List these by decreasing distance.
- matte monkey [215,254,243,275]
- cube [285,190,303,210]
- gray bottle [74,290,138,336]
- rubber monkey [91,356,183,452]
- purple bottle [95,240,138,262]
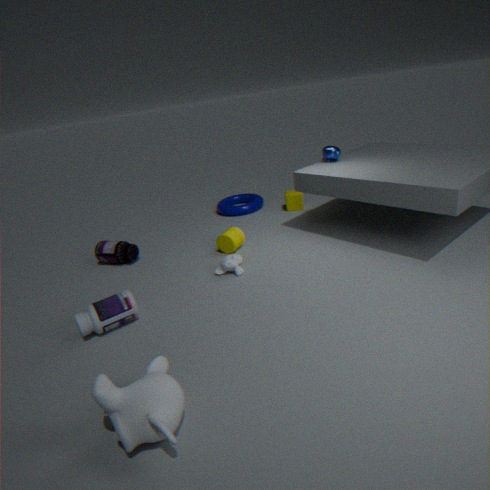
cube [285,190,303,210] → purple bottle [95,240,138,262] → matte monkey [215,254,243,275] → gray bottle [74,290,138,336] → rubber monkey [91,356,183,452]
